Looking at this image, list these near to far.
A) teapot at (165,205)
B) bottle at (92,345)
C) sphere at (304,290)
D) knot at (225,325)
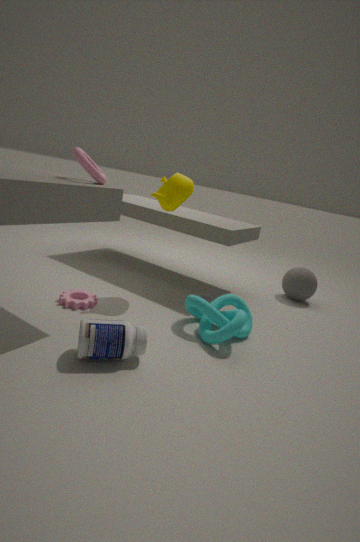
bottle at (92,345) < knot at (225,325) < teapot at (165,205) < sphere at (304,290)
